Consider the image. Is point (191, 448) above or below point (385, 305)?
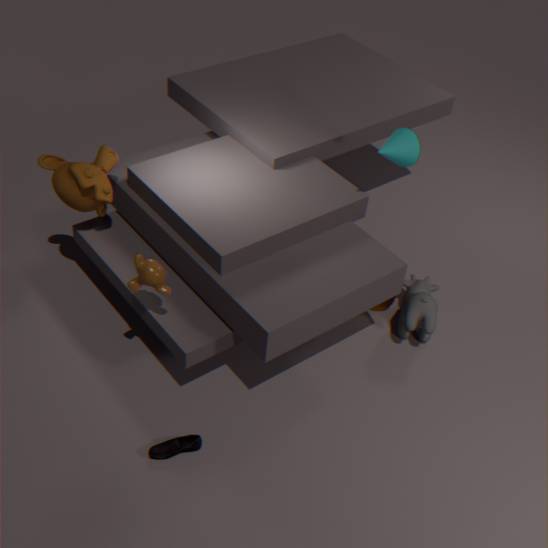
below
